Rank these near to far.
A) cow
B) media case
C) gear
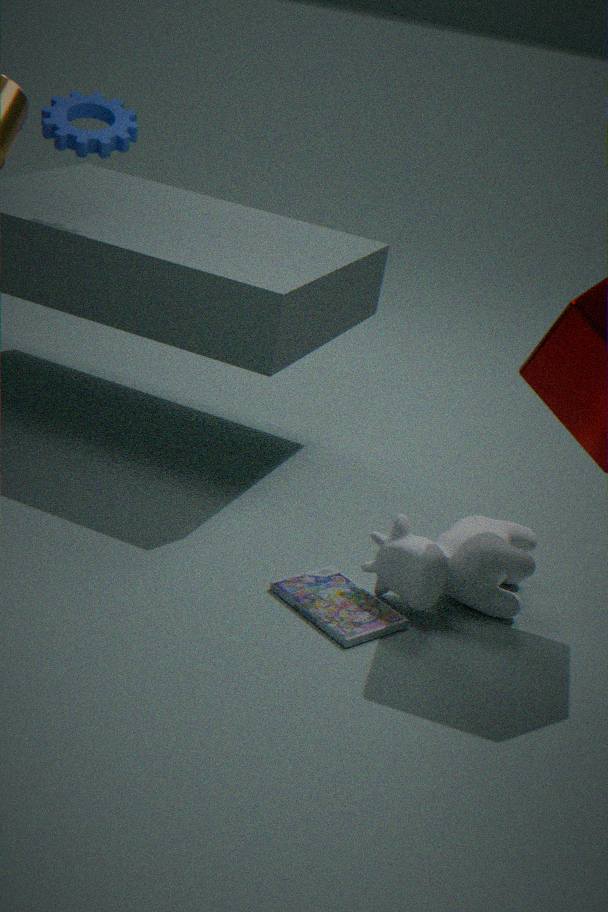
media case < cow < gear
